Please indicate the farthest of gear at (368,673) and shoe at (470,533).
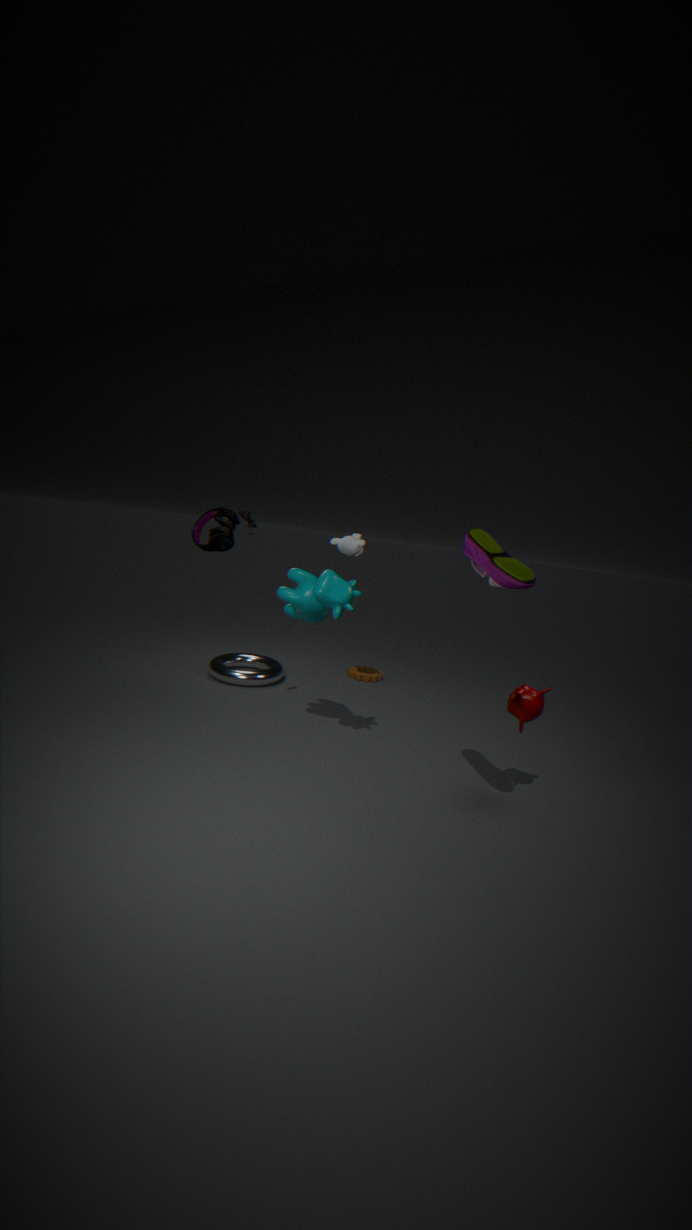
gear at (368,673)
